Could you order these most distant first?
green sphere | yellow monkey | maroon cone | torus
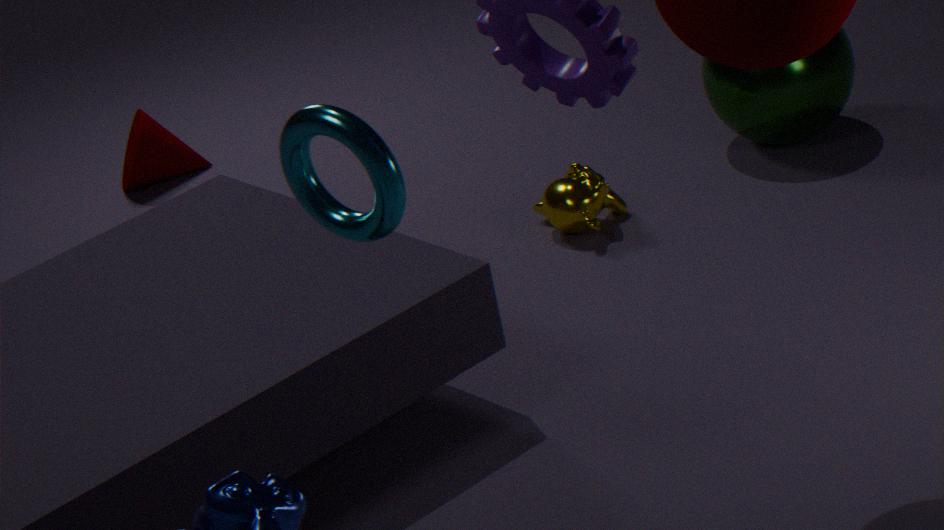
maroon cone < green sphere < yellow monkey < torus
